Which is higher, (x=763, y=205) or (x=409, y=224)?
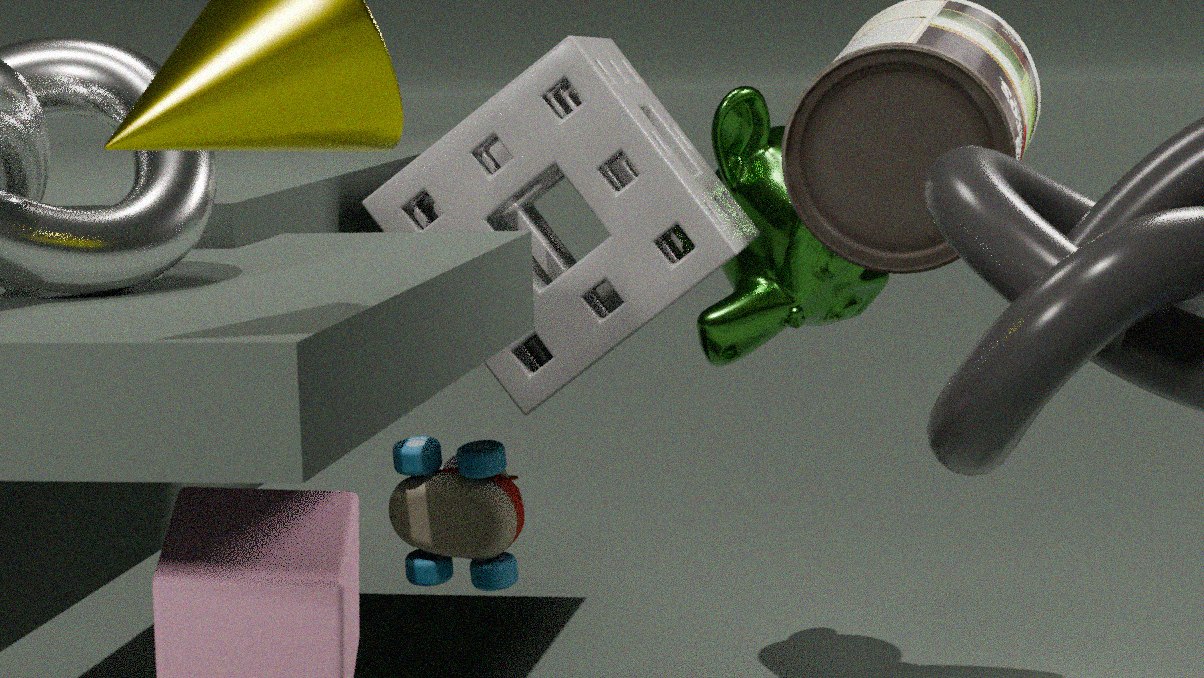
(x=409, y=224)
